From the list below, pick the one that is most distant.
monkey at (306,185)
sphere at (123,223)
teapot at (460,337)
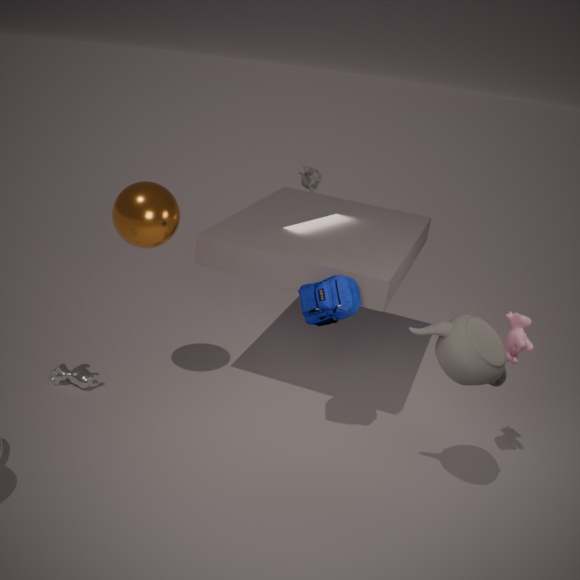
monkey at (306,185)
